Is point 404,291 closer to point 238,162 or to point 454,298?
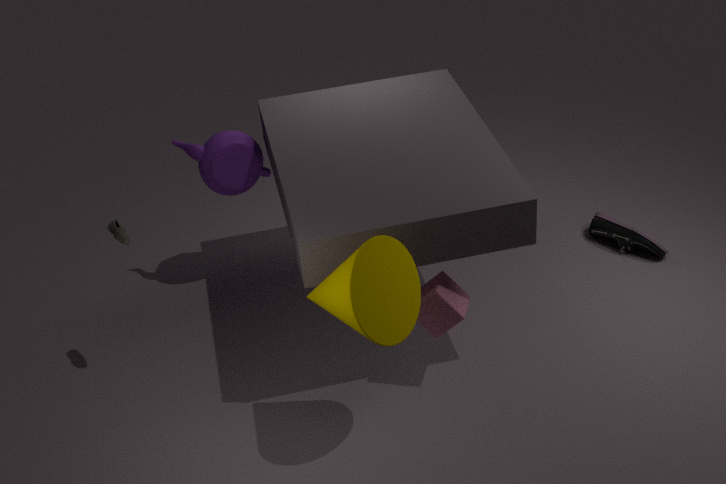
point 454,298
